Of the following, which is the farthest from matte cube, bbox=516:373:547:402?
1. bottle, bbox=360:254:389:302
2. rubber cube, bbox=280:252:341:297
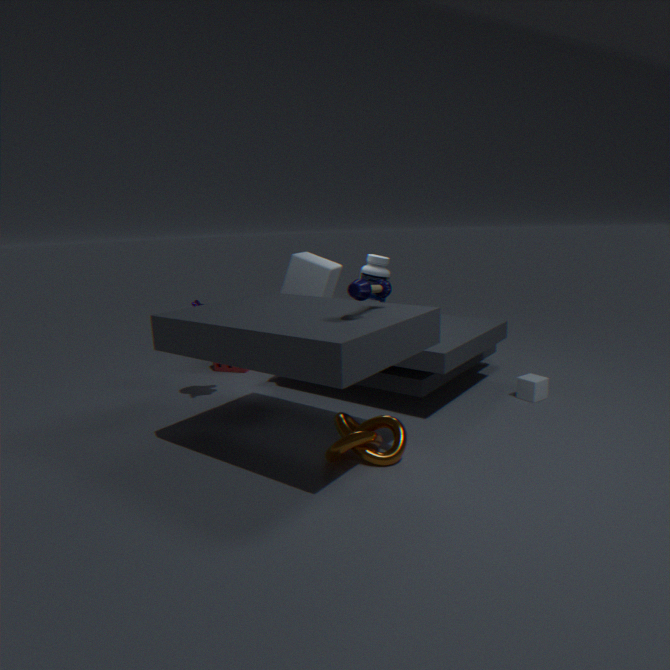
rubber cube, bbox=280:252:341:297
